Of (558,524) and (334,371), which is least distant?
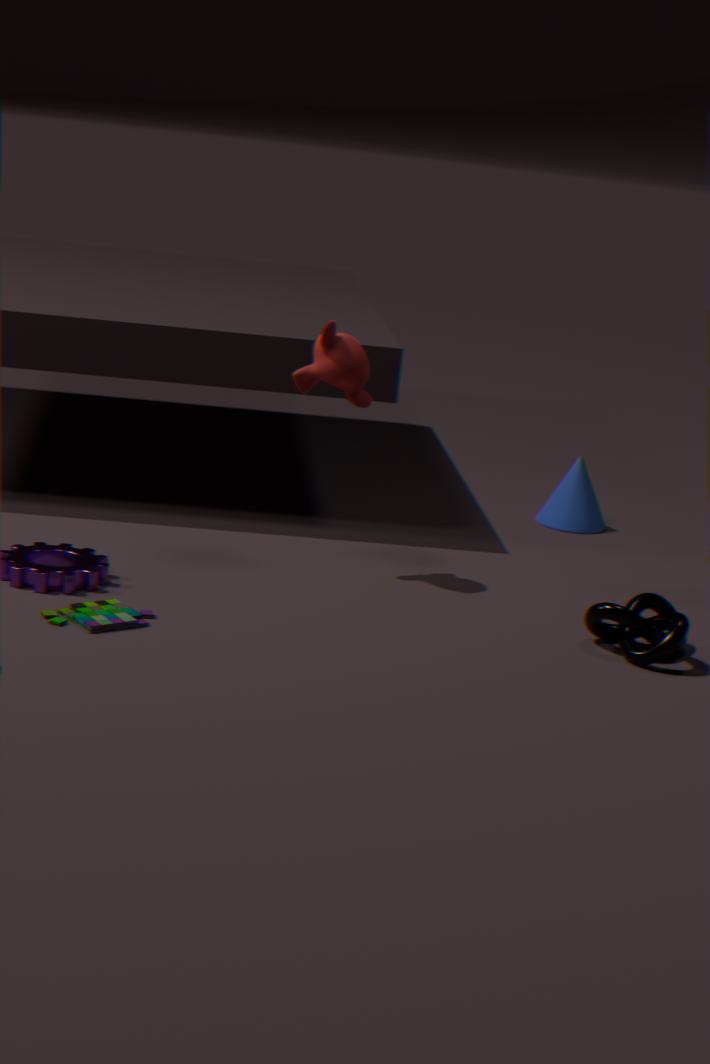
(334,371)
